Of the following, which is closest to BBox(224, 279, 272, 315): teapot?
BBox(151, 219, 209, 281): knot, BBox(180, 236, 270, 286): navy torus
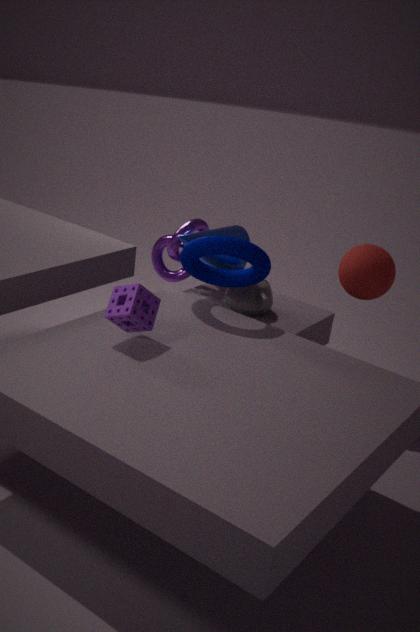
BBox(151, 219, 209, 281): knot
